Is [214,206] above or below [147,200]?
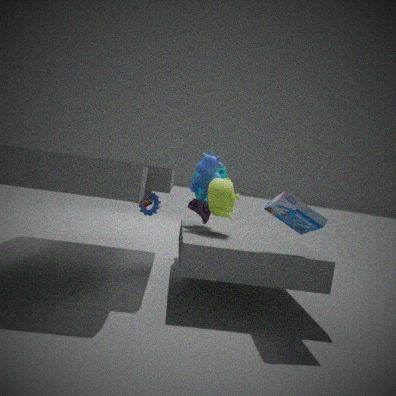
above
